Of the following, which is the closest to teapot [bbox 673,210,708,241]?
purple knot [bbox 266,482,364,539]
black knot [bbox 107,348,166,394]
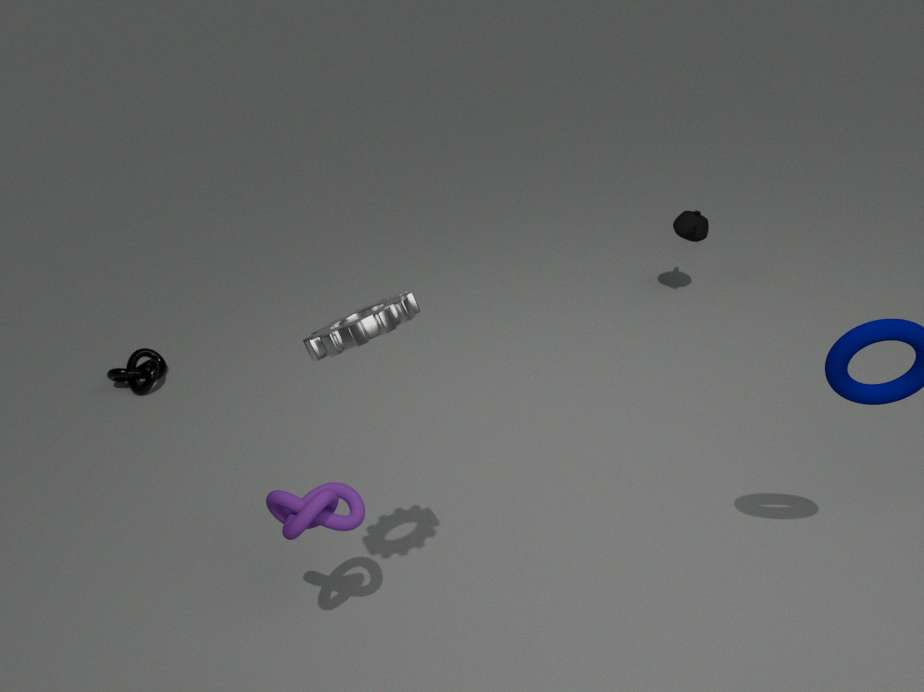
purple knot [bbox 266,482,364,539]
